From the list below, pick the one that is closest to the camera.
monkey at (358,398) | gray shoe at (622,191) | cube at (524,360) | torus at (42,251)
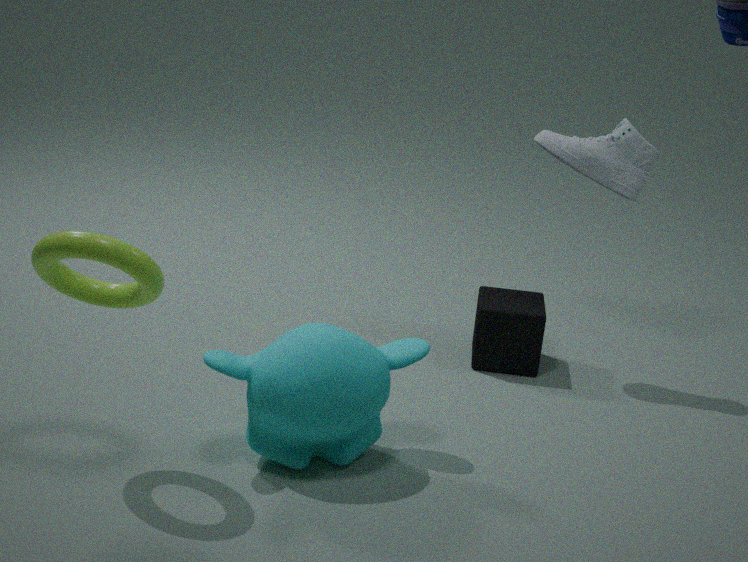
torus at (42,251)
